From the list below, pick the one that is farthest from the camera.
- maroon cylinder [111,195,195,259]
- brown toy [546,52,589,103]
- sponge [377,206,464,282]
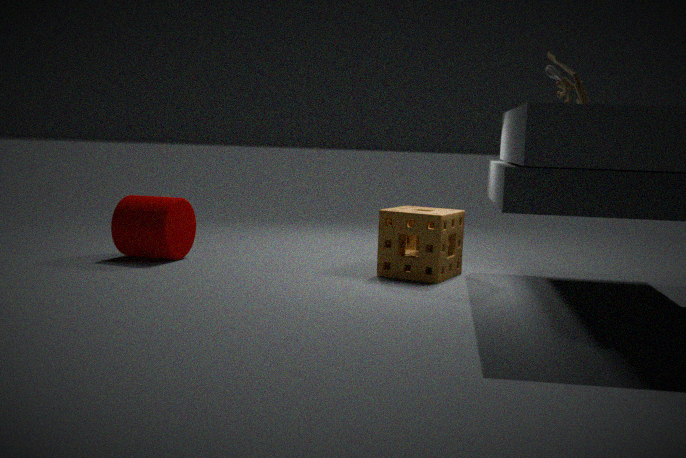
maroon cylinder [111,195,195,259]
